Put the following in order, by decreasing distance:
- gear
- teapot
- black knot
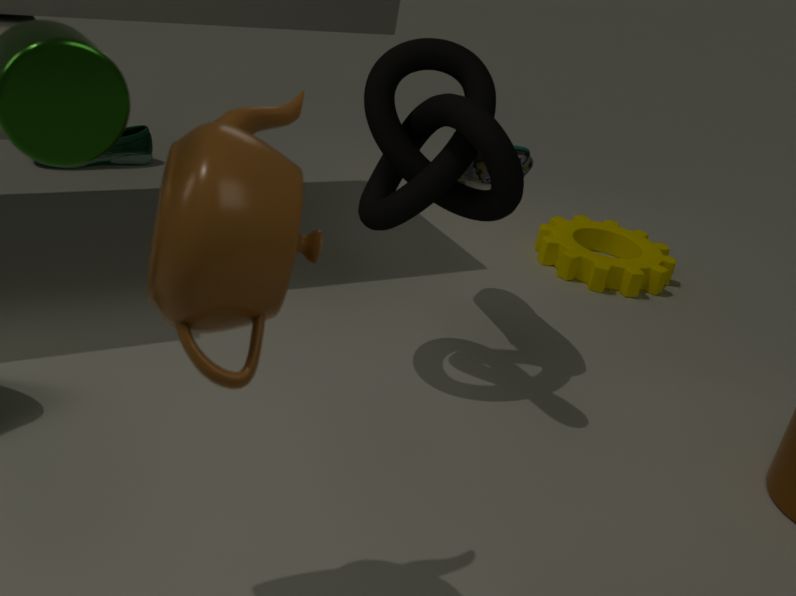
1. gear
2. black knot
3. teapot
